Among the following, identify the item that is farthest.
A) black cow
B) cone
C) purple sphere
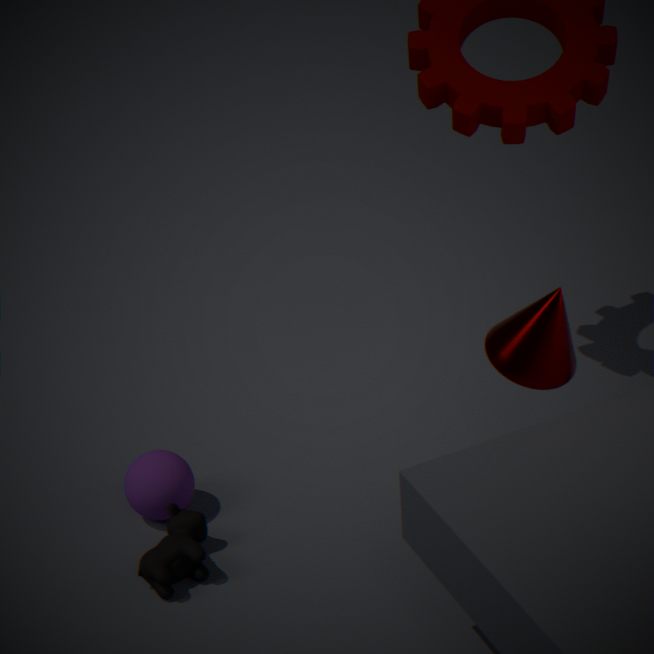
purple sphere
